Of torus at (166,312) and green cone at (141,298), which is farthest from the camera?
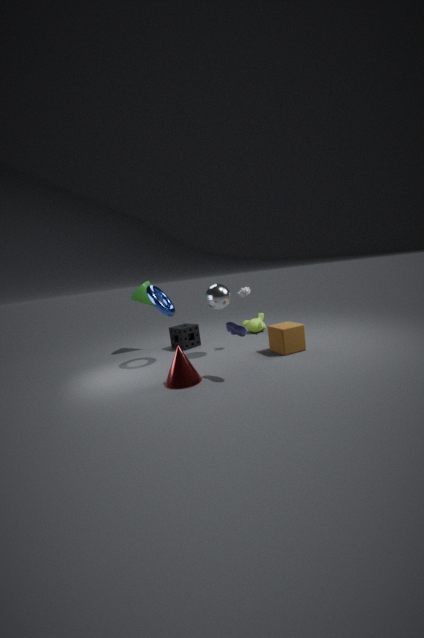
green cone at (141,298)
